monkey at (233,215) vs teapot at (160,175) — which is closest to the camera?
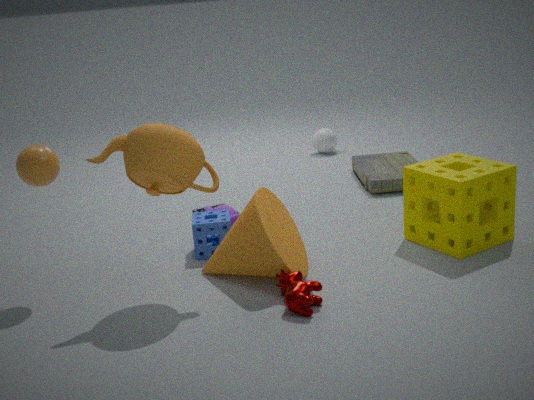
teapot at (160,175)
